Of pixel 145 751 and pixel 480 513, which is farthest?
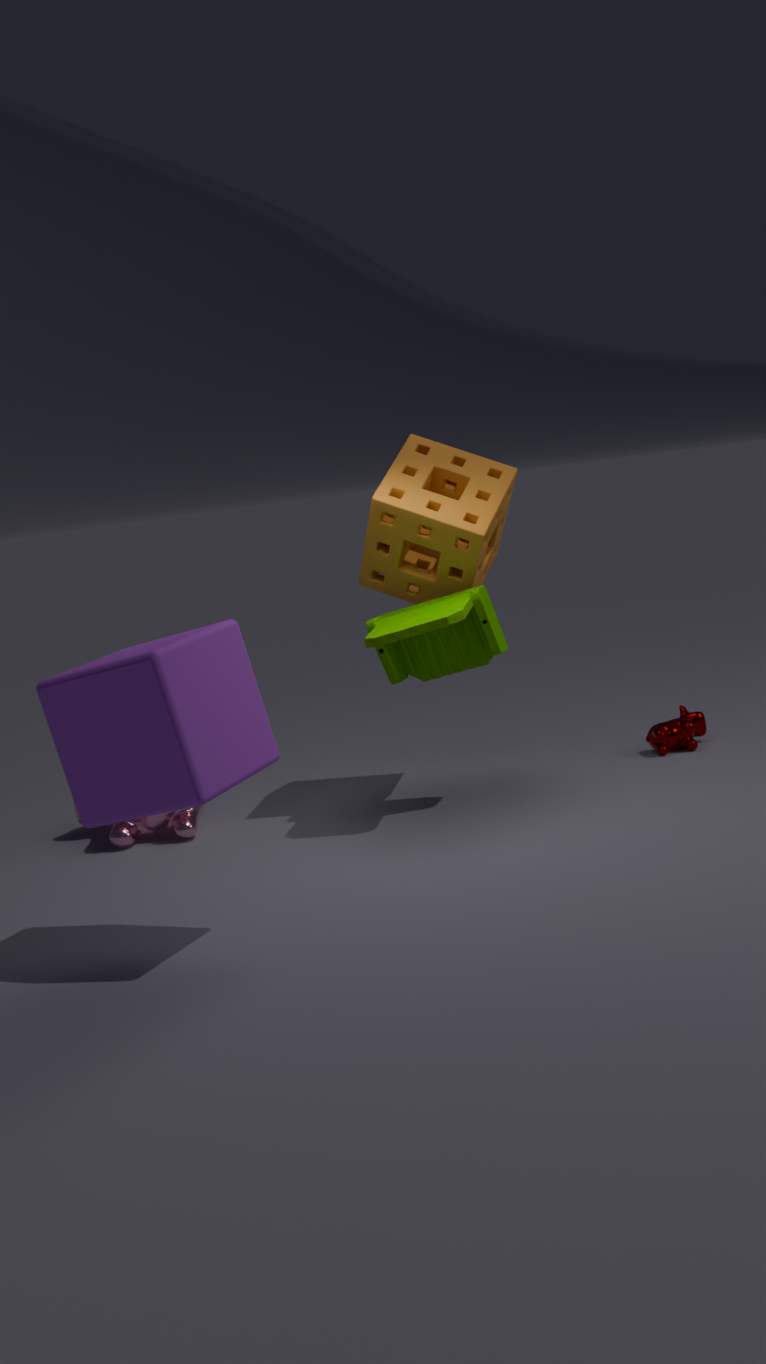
pixel 480 513
